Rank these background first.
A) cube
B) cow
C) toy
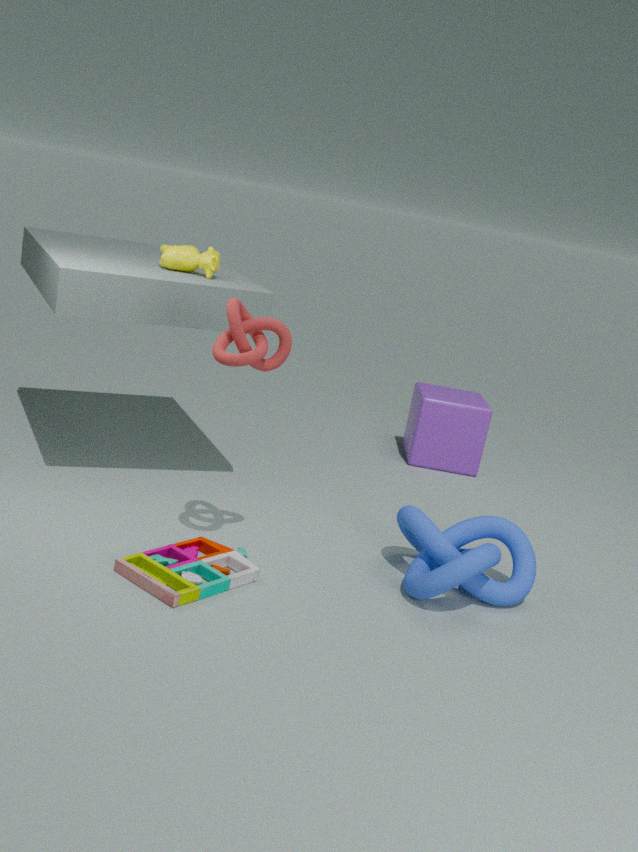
1. cube
2. cow
3. toy
